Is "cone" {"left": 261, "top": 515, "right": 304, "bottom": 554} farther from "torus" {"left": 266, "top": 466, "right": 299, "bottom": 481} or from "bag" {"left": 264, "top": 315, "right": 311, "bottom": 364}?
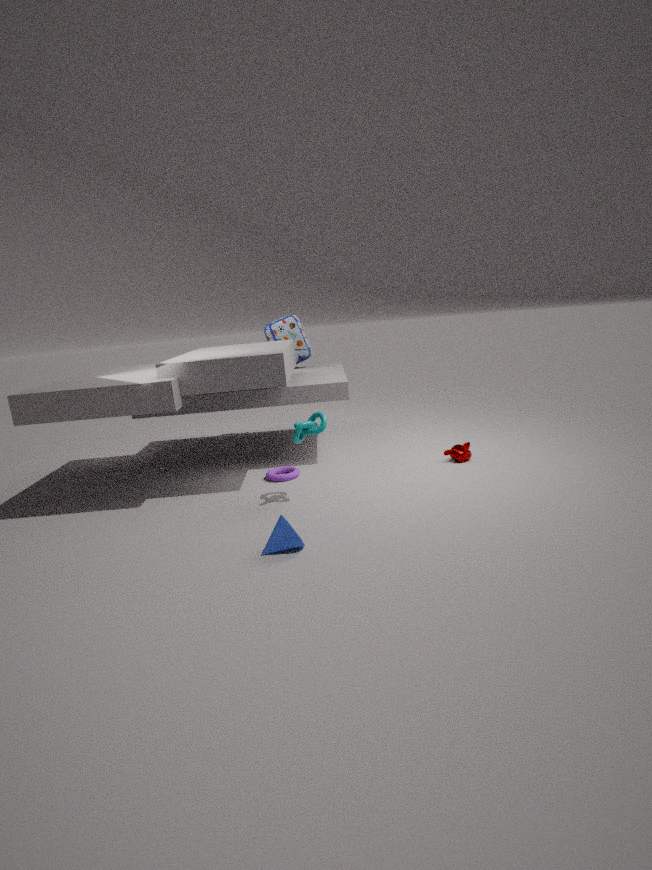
"bag" {"left": 264, "top": 315, "right": 311, "bottom": 364}
